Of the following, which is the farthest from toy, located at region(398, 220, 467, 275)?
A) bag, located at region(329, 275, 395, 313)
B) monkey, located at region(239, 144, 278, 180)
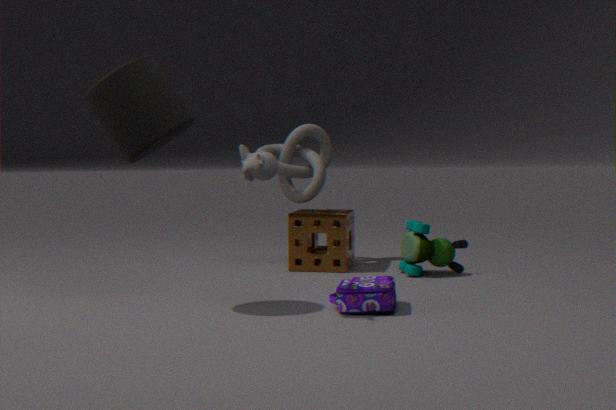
monkey, located at region(239, 144, 278, 180)
